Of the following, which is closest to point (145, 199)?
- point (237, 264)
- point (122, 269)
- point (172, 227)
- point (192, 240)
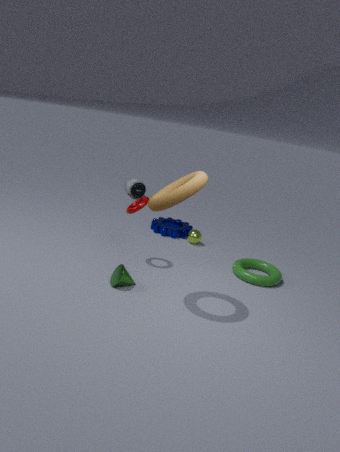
point (122, 269)
